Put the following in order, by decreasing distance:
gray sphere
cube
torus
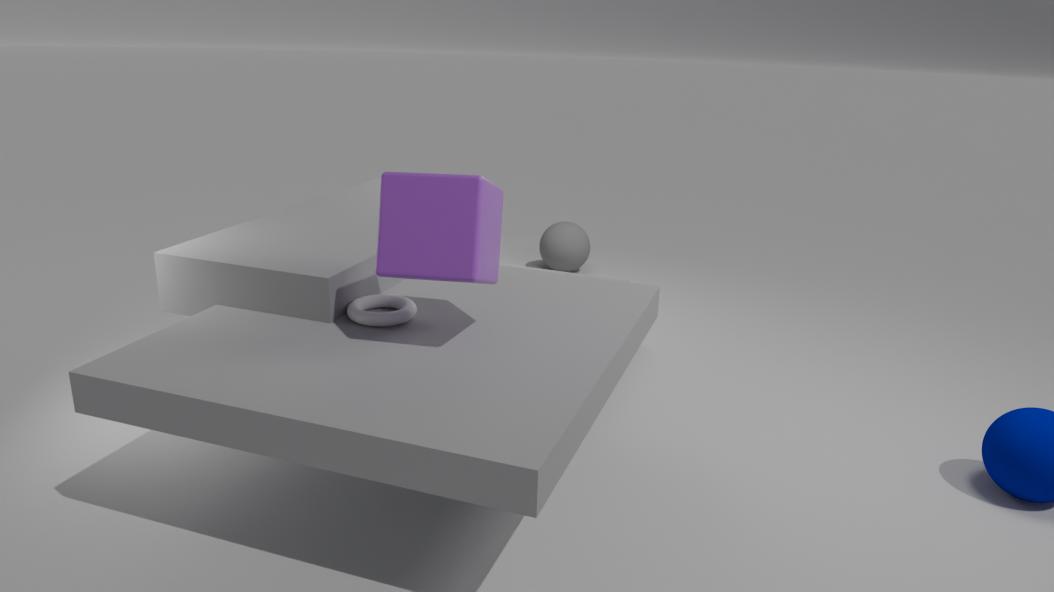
gray sphere, torus, cube
